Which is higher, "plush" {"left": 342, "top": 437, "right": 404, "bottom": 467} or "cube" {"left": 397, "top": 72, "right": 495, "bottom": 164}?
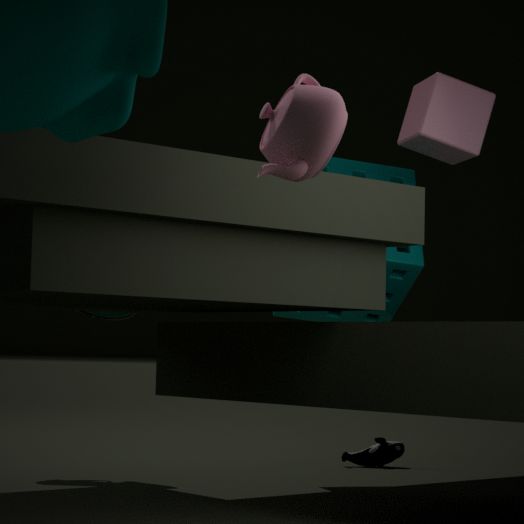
"cube" {"left": 397, "top": 72, "right": 495, "bottom": 164}
